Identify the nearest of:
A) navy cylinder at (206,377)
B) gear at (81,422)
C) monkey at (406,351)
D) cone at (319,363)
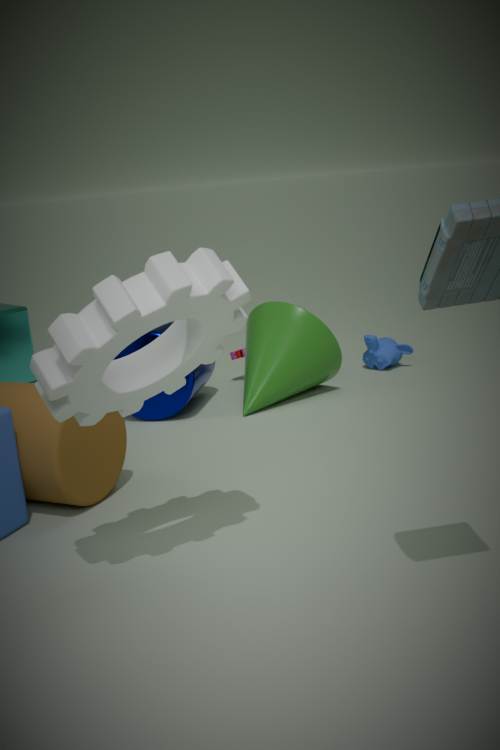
gear at (81,422)
